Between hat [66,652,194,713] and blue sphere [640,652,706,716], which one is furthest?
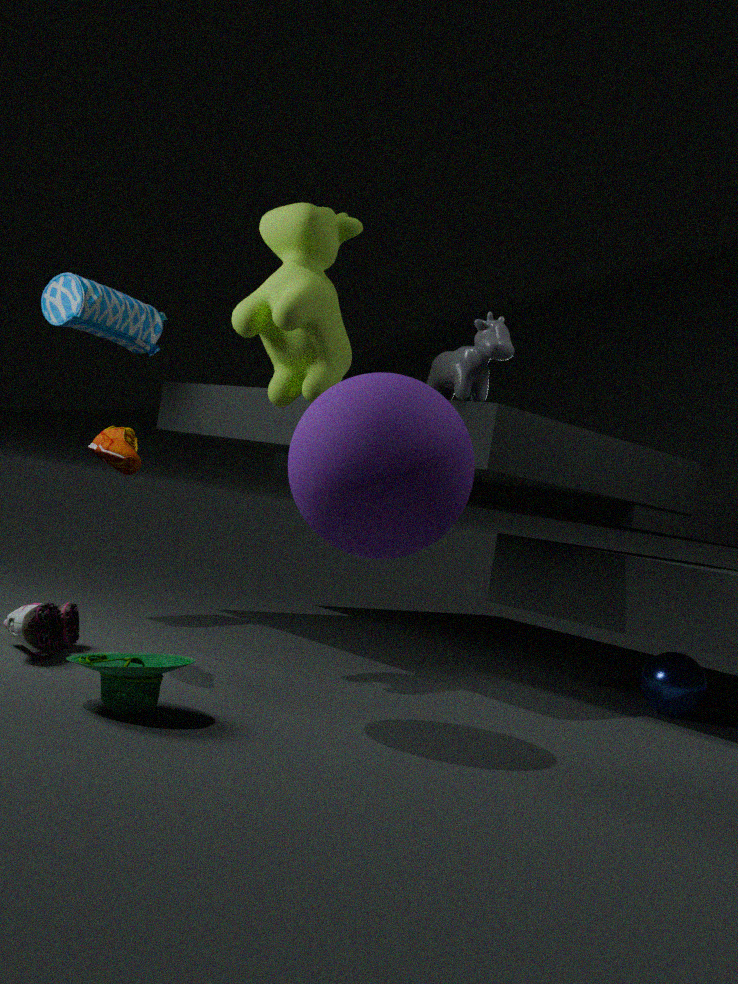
blue sphere [640,652,706,716]
